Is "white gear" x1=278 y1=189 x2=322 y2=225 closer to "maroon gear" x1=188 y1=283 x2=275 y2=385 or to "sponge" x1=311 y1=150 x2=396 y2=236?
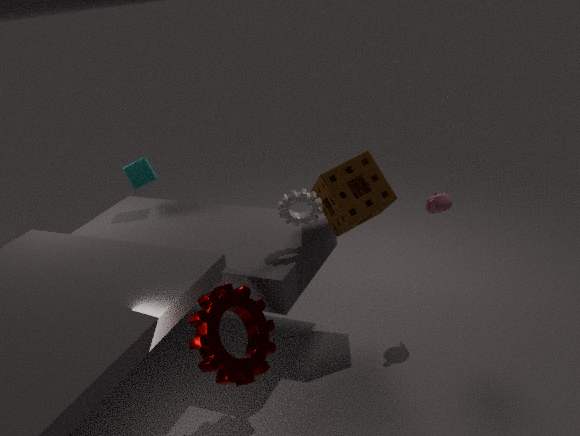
"sponge" x1=311 y1=150 x2=396 y2=236
